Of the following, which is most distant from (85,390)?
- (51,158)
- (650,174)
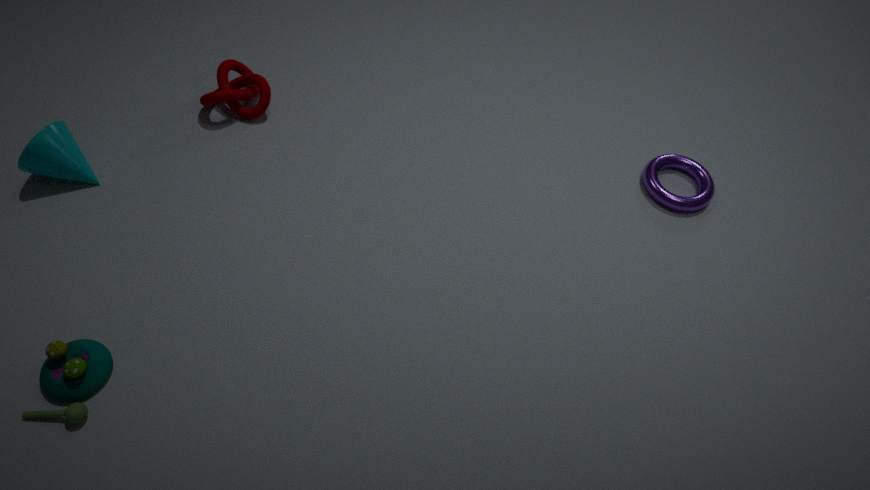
(650,174)
